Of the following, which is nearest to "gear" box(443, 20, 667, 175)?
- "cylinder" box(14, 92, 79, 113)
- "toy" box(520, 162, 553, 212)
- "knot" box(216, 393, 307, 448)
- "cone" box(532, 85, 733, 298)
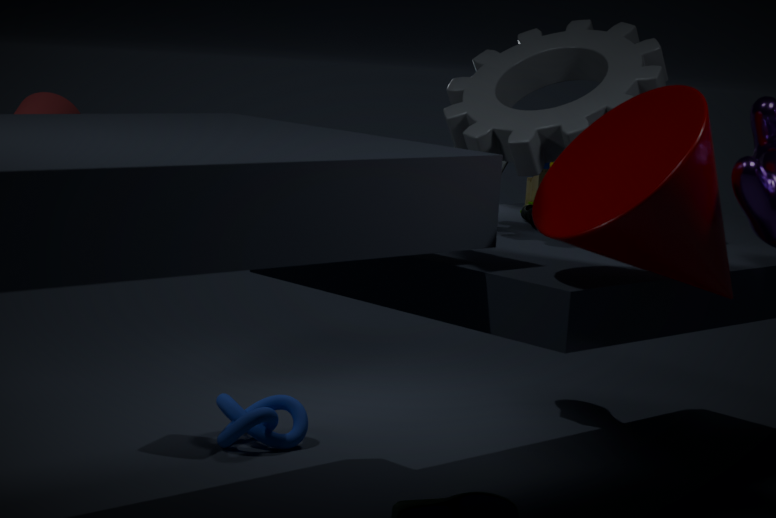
"cone" box(532, 85, 733, 298)
